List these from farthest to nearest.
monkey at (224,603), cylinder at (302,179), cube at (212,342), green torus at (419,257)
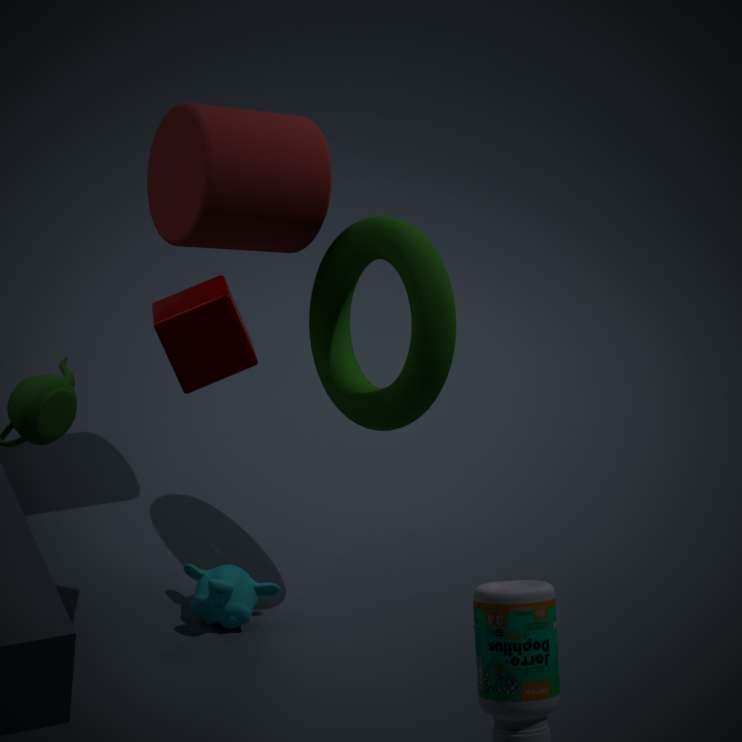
monkey at (224,603) < cylinder at (302,179) < green torus at (419,257) < cube at (212,342)
